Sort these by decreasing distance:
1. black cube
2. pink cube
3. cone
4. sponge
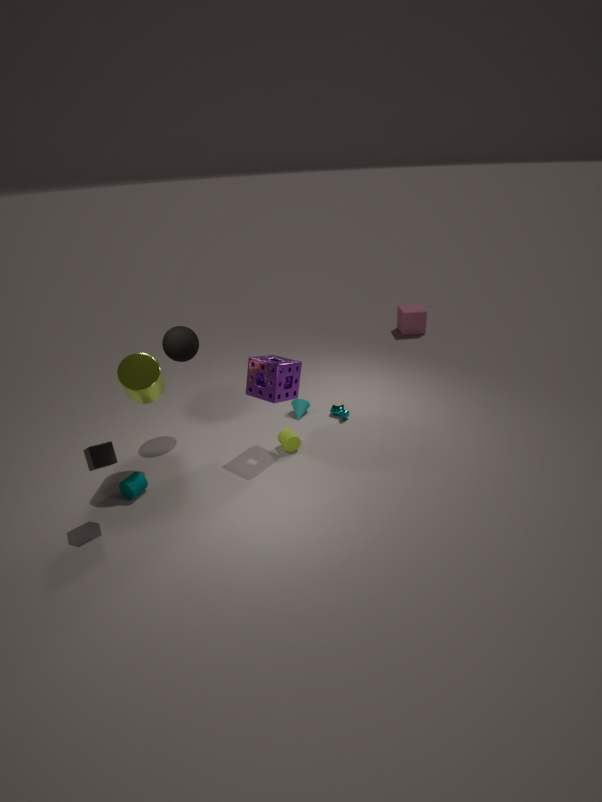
pink cube, cone, sponge, black cube
